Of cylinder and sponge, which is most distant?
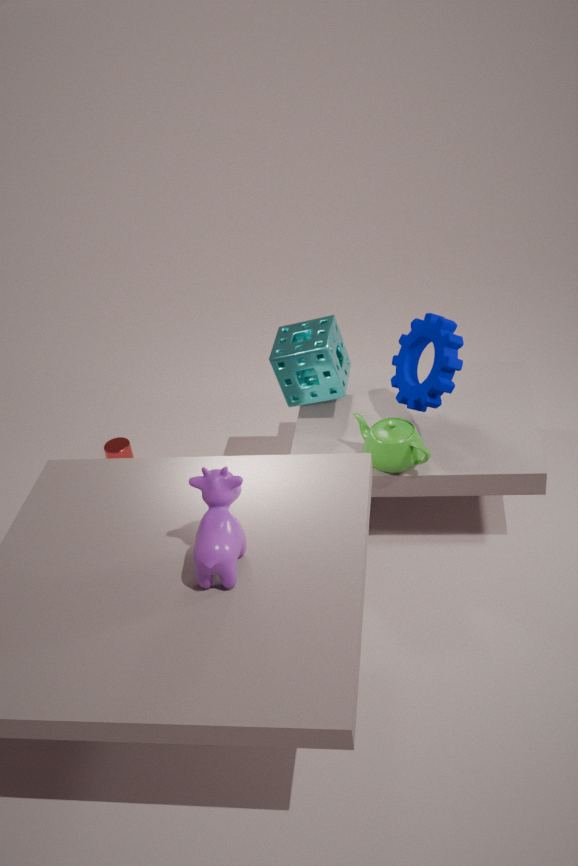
cylinder
